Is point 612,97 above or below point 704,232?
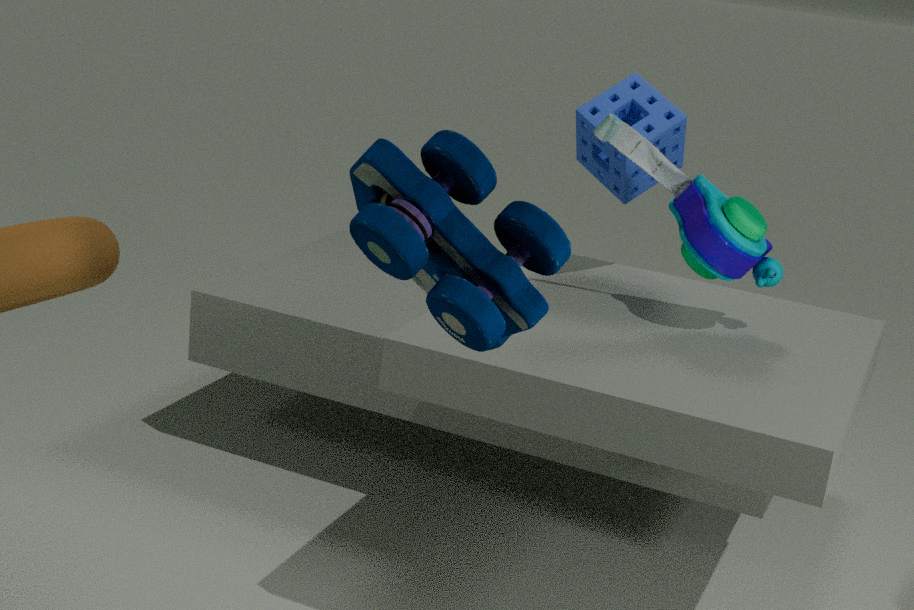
above
